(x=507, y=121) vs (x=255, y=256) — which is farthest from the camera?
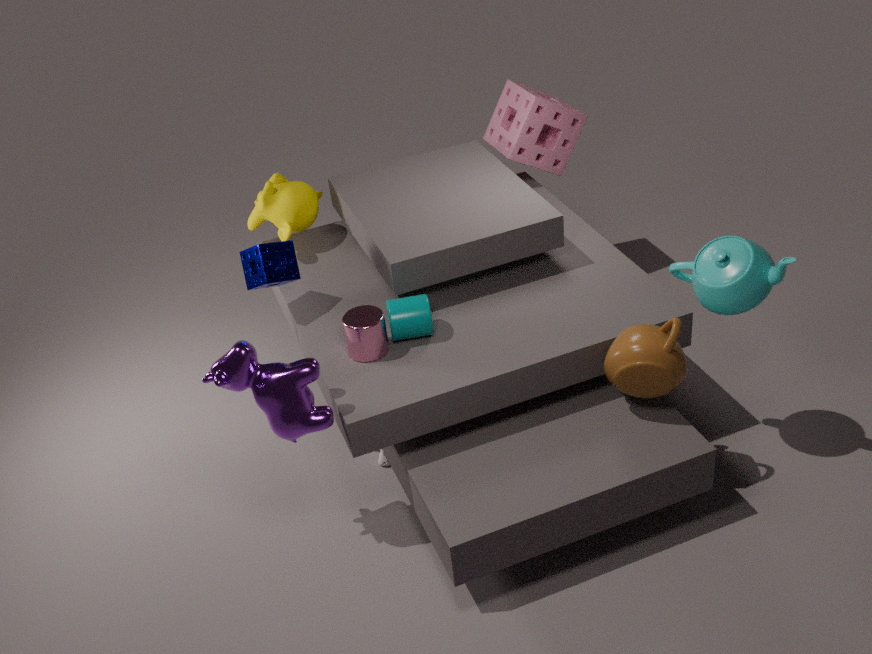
(x=507, y=121)
